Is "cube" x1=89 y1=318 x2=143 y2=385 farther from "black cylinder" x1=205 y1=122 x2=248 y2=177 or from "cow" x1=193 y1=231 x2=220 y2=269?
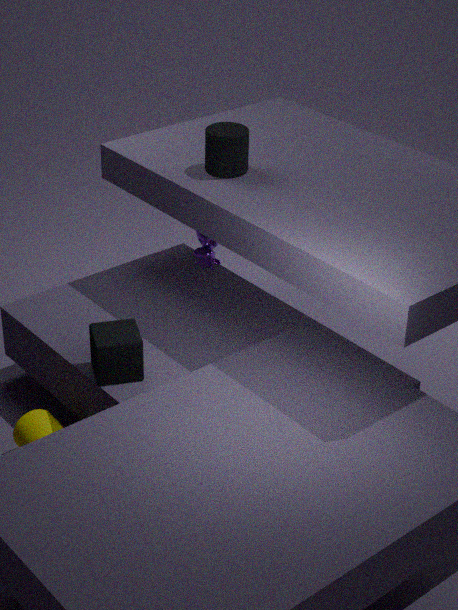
"black cylinder" x1=205 y1=122 x2=248 y2=177
